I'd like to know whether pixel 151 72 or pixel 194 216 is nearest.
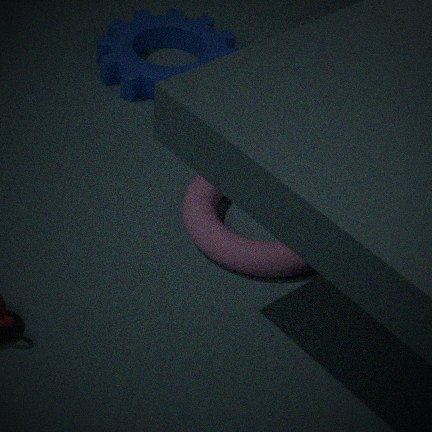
Result: pixel 194 216
